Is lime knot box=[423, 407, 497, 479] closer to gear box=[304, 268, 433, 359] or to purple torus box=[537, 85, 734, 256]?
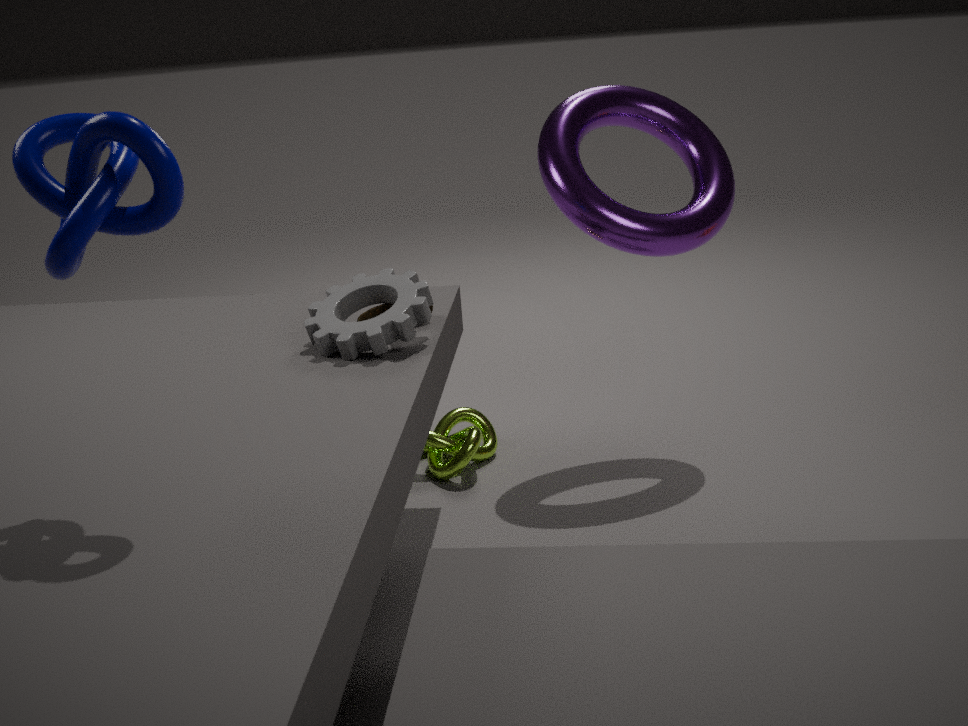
gear box=[304, 268, 433, 359]
